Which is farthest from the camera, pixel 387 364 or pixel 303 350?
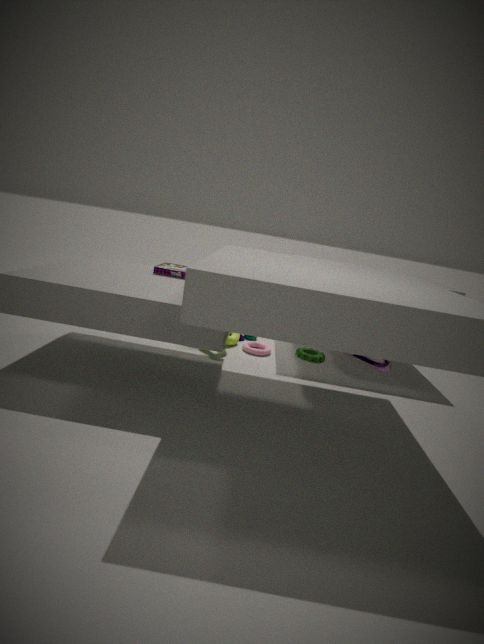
pixel 303 350
